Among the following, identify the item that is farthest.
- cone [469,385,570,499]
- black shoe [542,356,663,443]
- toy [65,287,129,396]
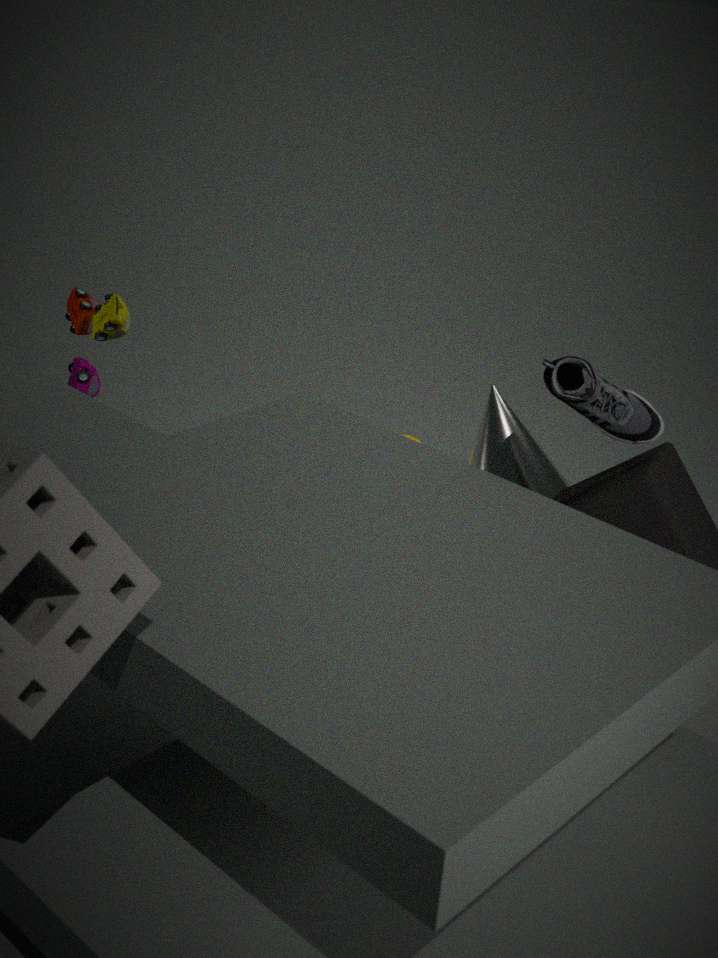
toy [65,287,129,396]
